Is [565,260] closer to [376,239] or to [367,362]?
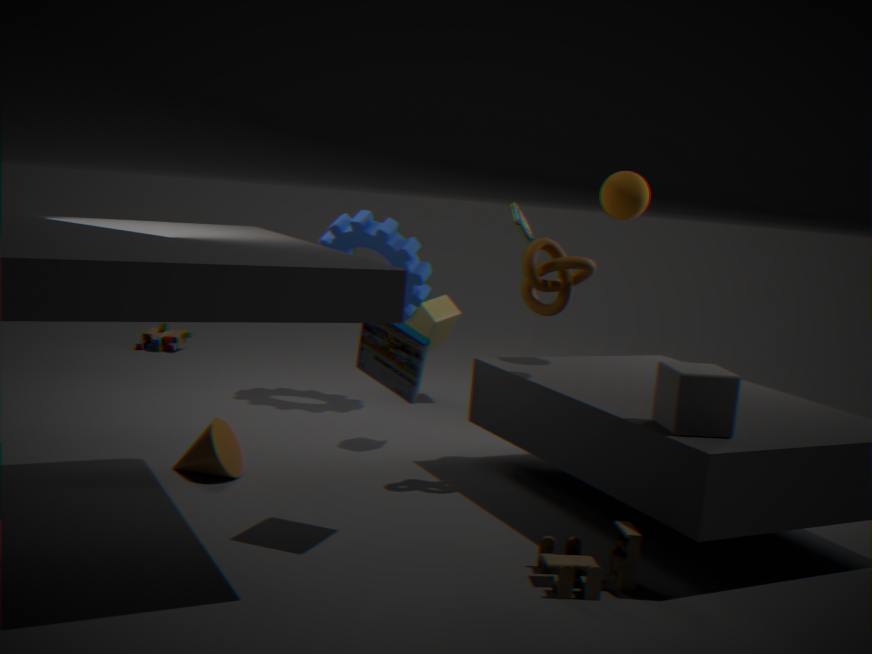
[367,362]
